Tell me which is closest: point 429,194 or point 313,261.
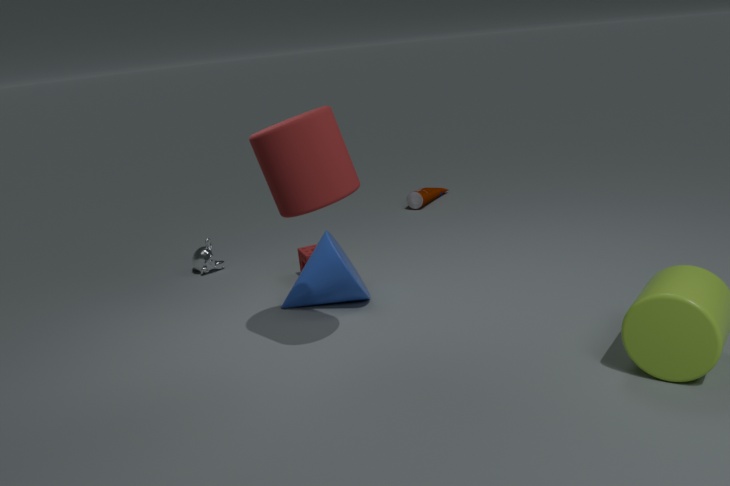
point 313,261
